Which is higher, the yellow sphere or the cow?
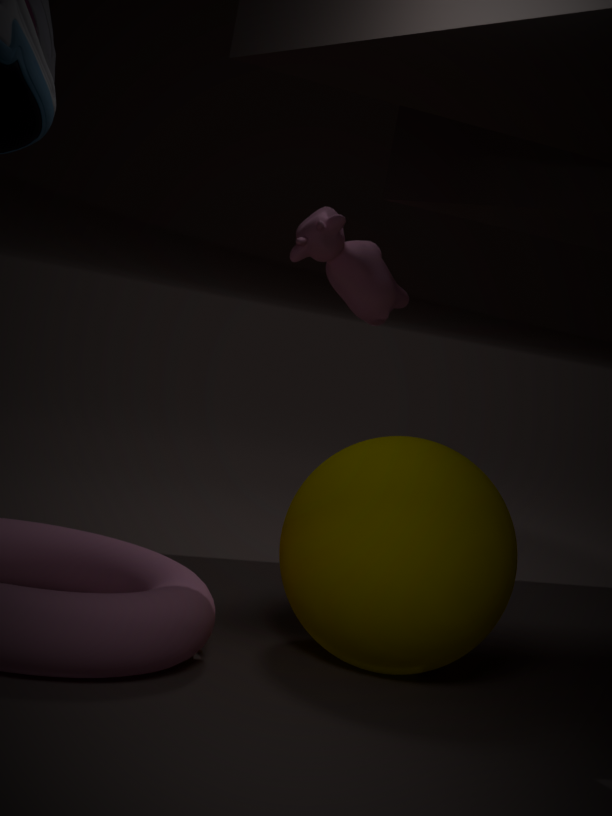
the cow
